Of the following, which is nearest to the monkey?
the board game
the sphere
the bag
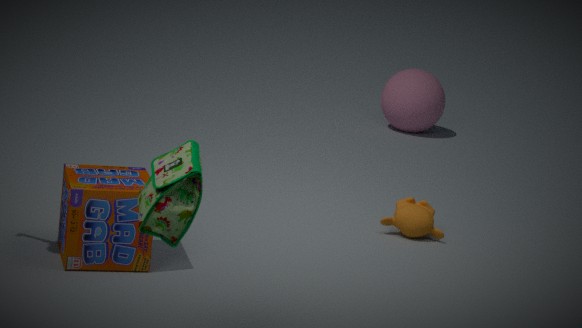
the board game
